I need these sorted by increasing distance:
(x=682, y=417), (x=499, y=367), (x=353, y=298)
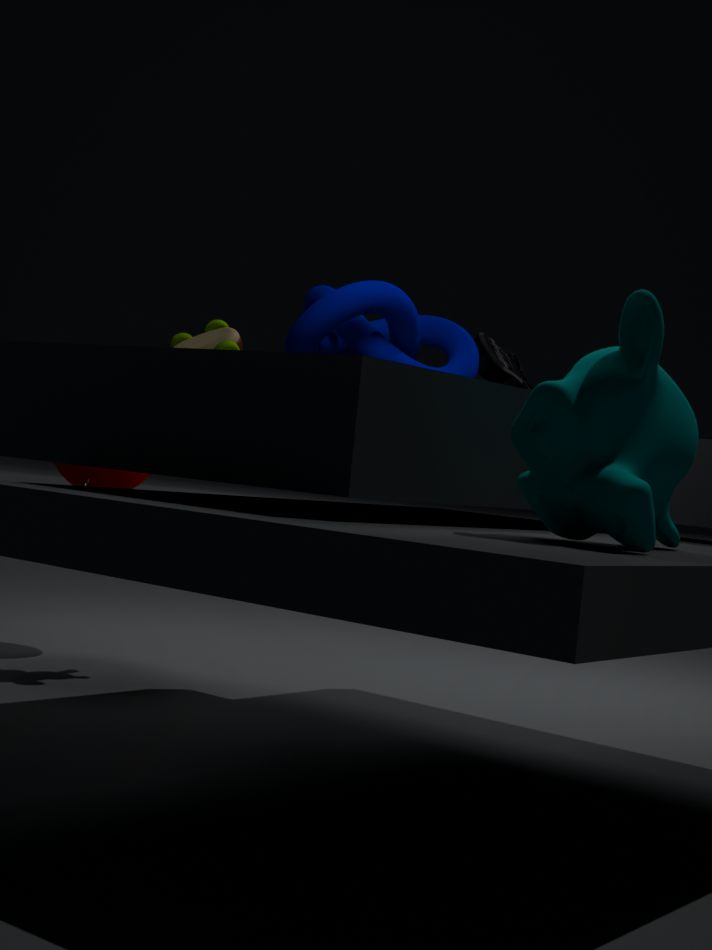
1. (x=682, y=417)
2. (x=353, y=298)
3. (x=499, y=367)
